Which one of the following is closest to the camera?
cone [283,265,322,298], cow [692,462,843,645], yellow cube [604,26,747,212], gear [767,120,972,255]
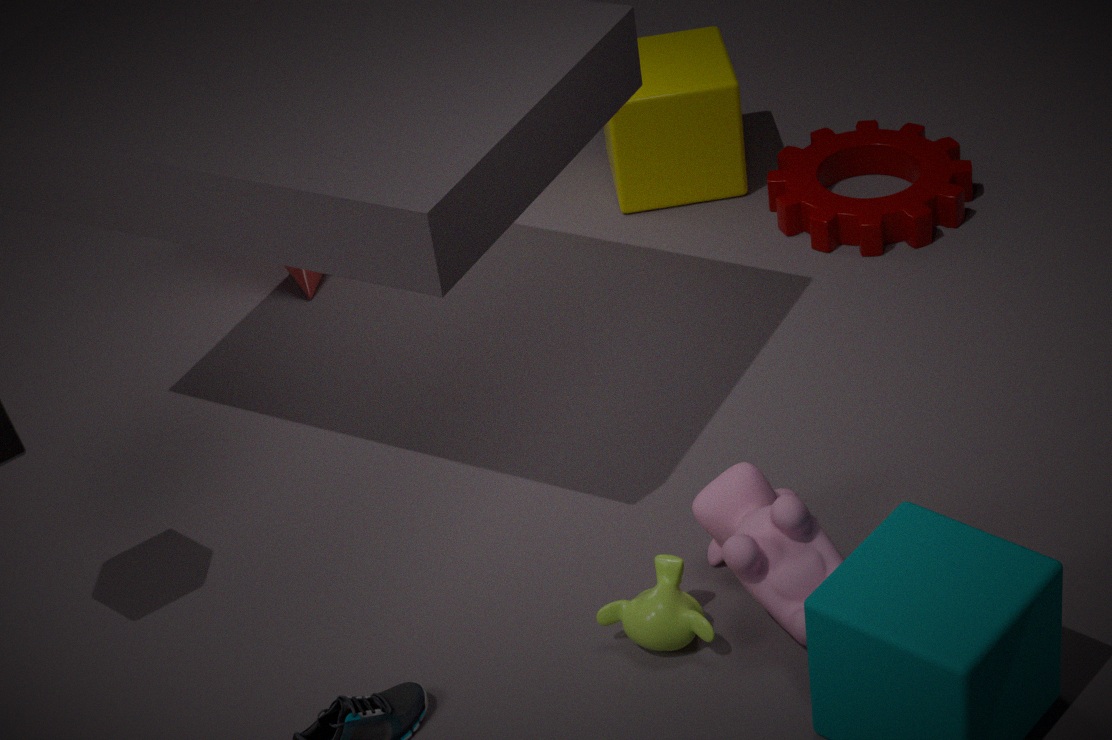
cow [692,462,843,645]
